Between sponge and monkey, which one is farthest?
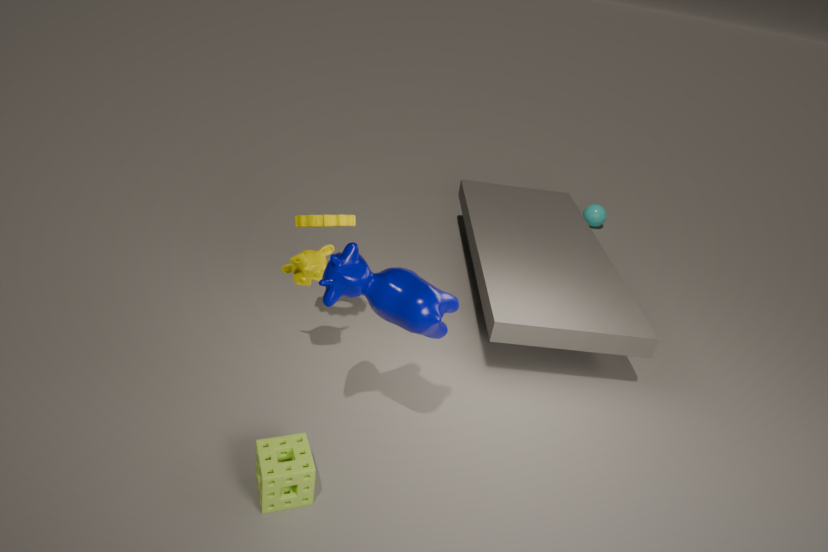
monkey
